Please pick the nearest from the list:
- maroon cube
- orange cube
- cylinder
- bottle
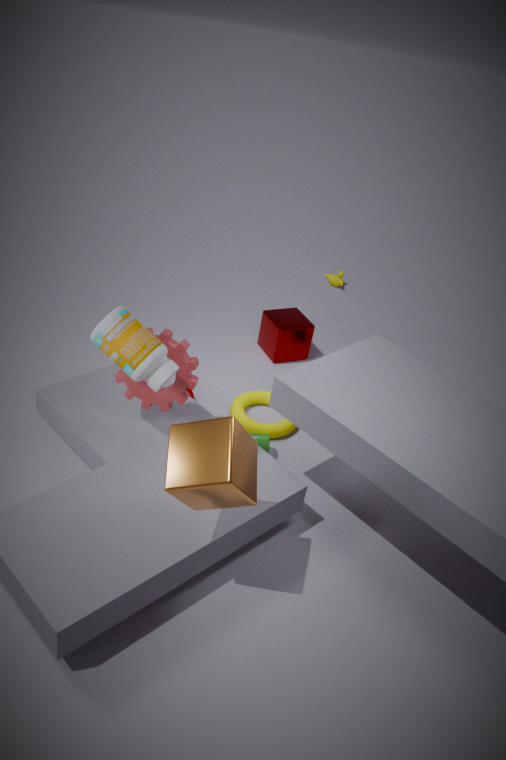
orange cube
